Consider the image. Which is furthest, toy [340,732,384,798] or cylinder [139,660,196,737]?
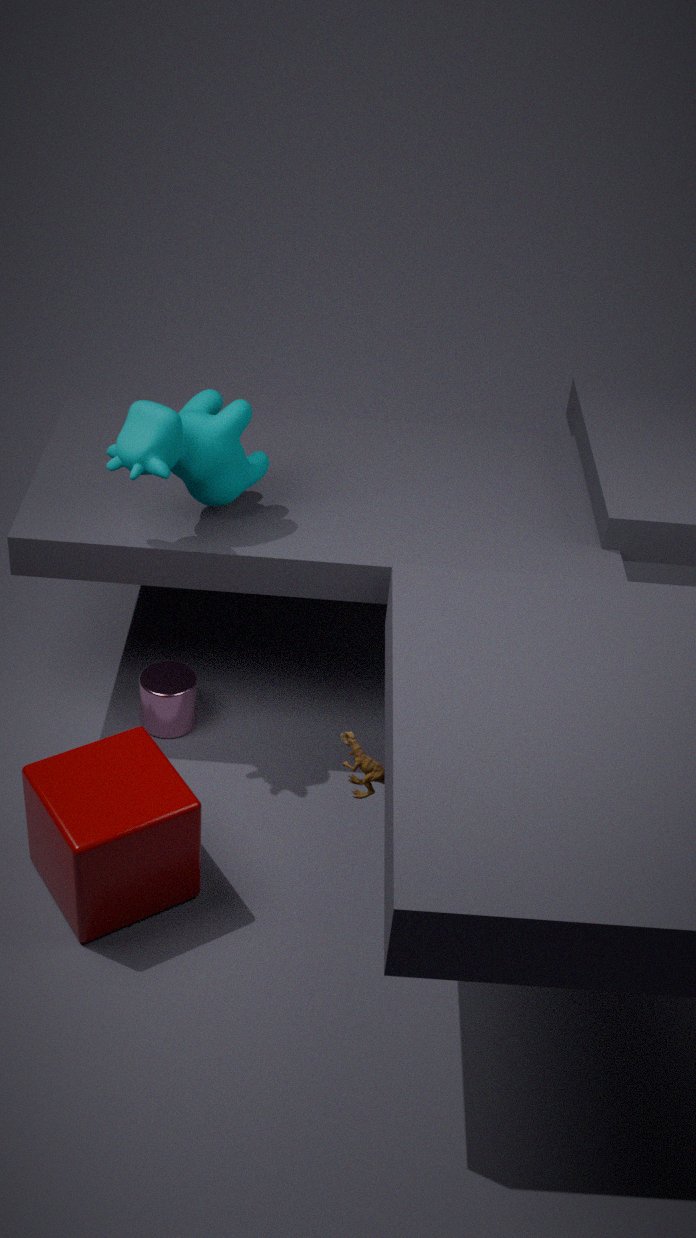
cylinder [139,660,196,737]
